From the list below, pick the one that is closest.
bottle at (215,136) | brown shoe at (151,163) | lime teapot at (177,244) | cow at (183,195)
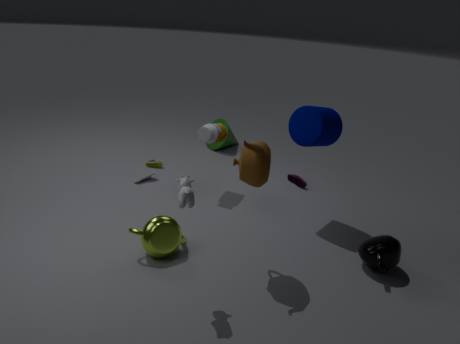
cow at (183,195)
